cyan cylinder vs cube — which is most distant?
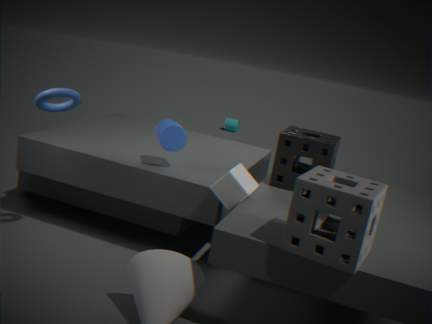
cyan cylinder
